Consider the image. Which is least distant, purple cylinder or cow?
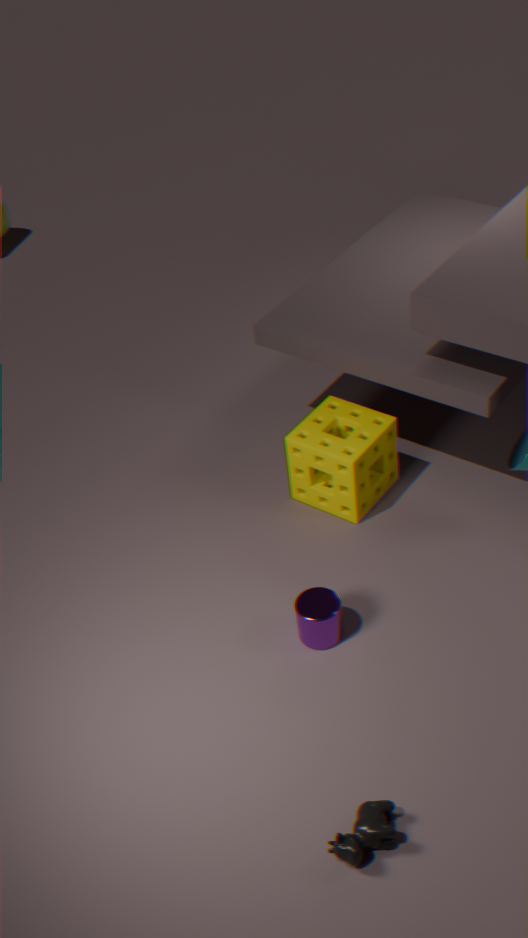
cow
